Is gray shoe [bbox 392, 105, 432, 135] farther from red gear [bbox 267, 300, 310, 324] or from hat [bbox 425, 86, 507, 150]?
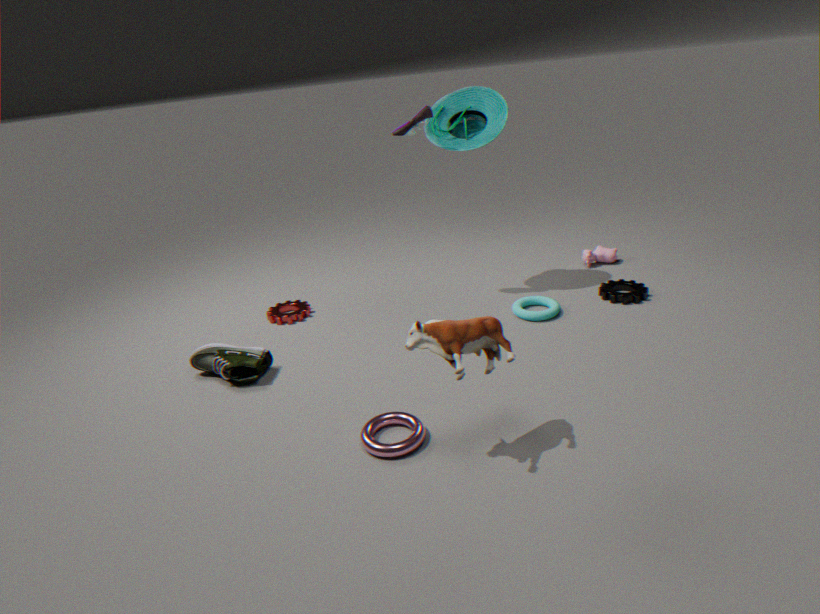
red gear [bbox 267, 300, 310, 324]
